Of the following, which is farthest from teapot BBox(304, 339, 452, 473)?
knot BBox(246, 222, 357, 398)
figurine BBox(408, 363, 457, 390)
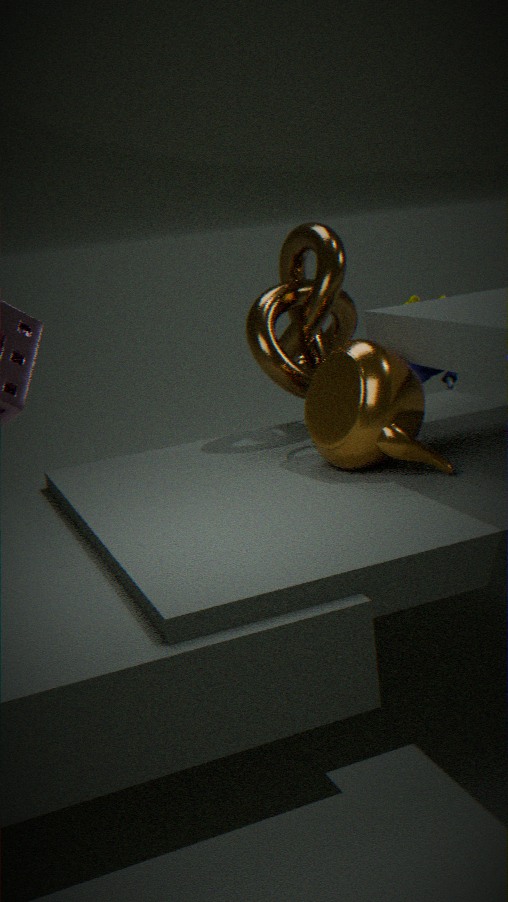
figurine BBox(408, 363, 457, 390)
